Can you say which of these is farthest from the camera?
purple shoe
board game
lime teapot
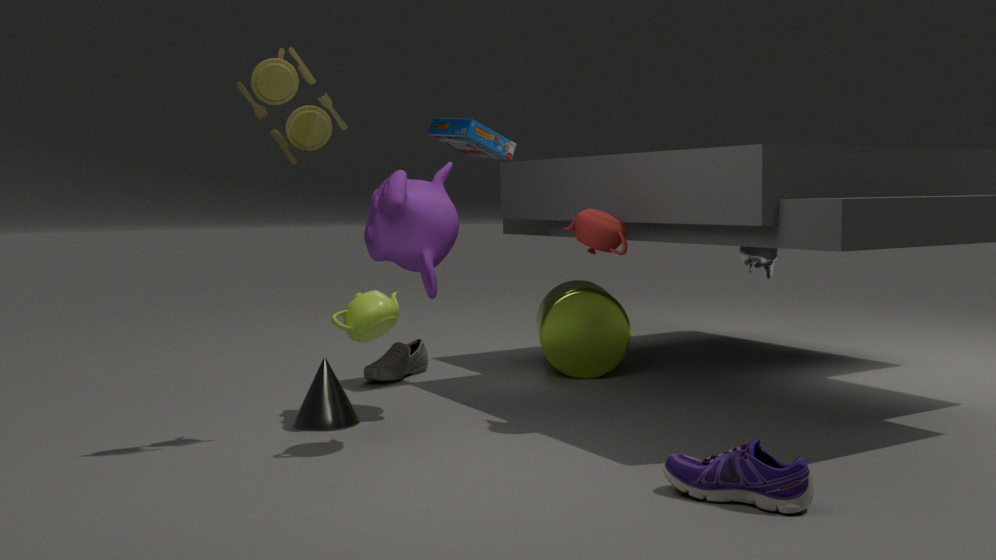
board game
